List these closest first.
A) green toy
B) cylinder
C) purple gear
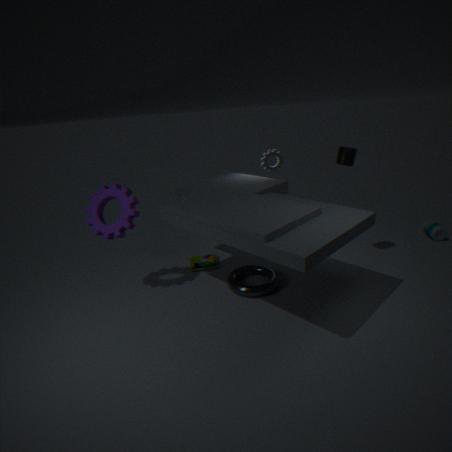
purple gear, cylinder, green toy
